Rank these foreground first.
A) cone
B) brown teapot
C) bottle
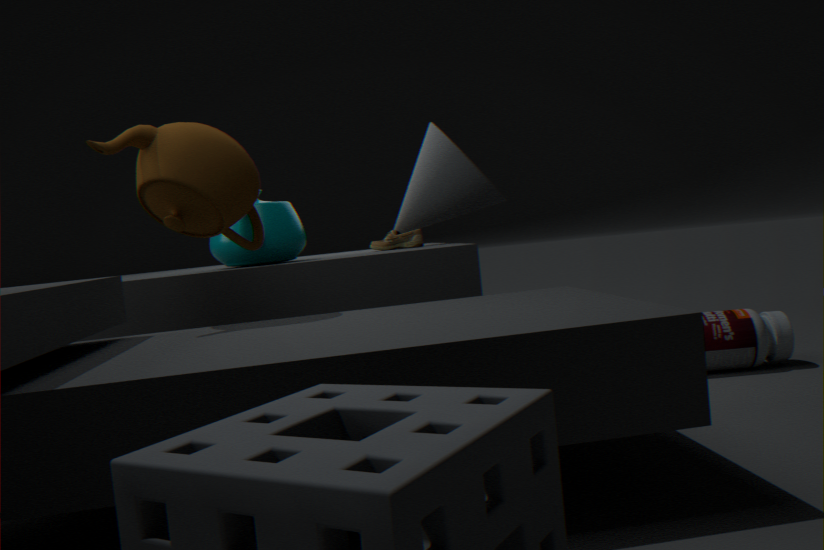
Answer: brown teapot → bottle → cone
